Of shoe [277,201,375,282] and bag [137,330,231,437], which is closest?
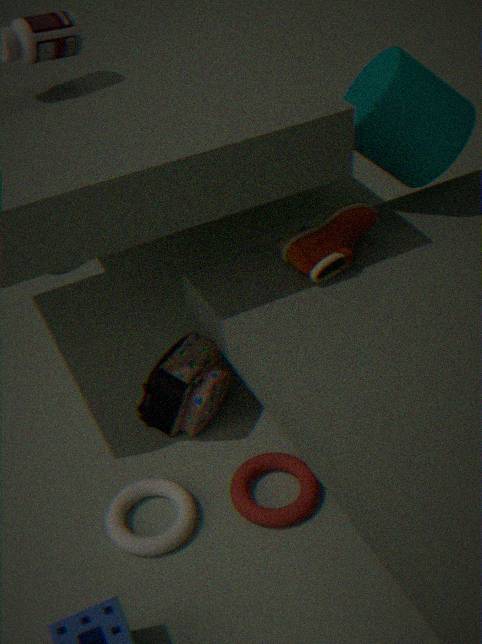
bag [137,330,231,437]
